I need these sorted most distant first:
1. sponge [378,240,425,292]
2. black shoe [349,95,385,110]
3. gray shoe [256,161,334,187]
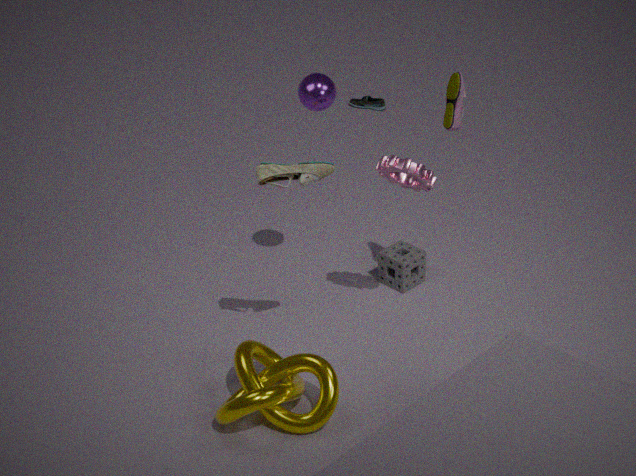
black shoe [349,95,385,110], sponge [378,240,425,292], gray shoe [256,161,334,187]
